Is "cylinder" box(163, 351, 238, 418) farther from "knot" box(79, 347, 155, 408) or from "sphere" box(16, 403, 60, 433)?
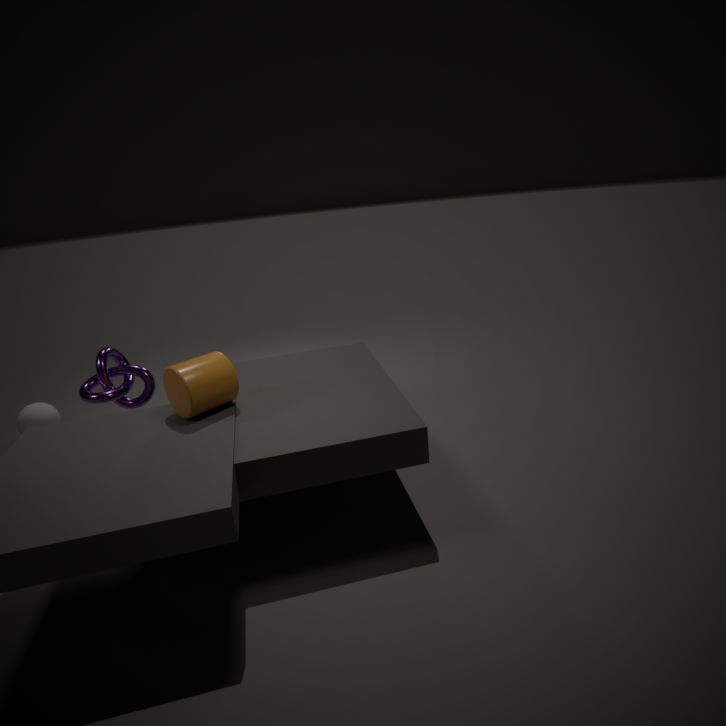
"sphere" box(16, 403, 60, 433)
